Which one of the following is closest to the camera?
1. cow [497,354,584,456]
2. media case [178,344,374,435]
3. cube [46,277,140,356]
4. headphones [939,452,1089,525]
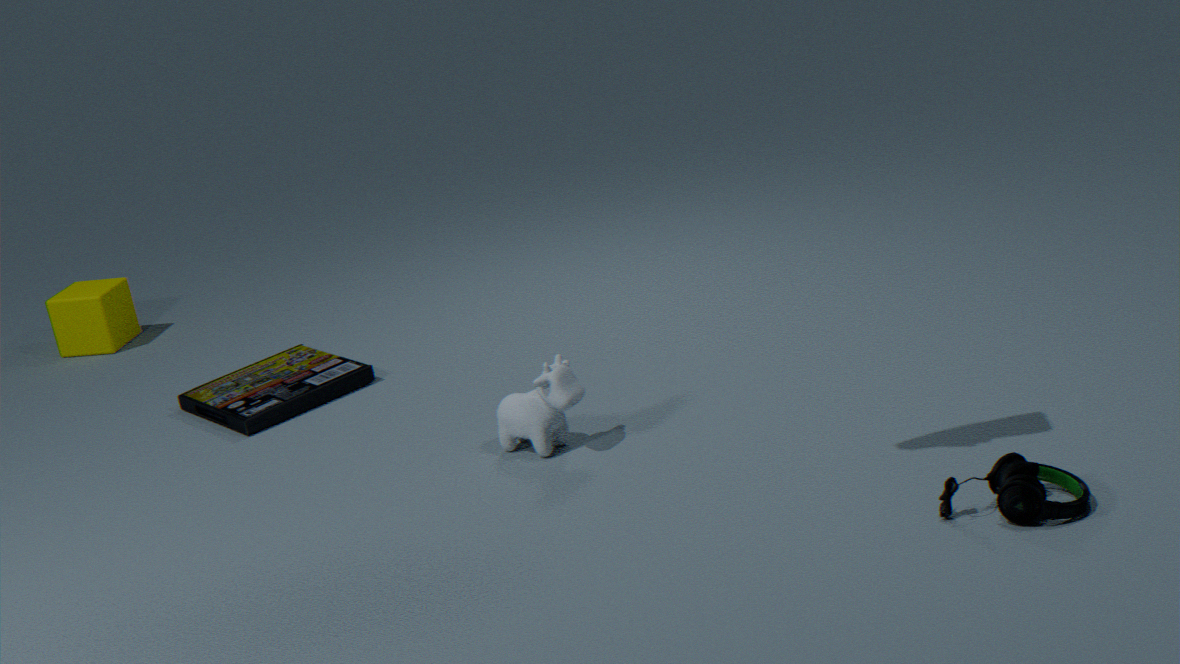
headphones [939,452,1089,525]
